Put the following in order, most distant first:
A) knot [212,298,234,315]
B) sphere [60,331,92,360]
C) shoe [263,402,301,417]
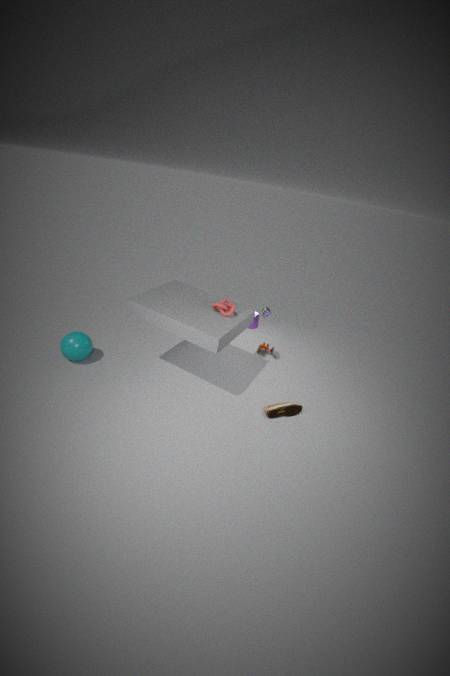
sphere [60,331,92,360], shoe [263,402,301,417], knot [212,298,234,315]
